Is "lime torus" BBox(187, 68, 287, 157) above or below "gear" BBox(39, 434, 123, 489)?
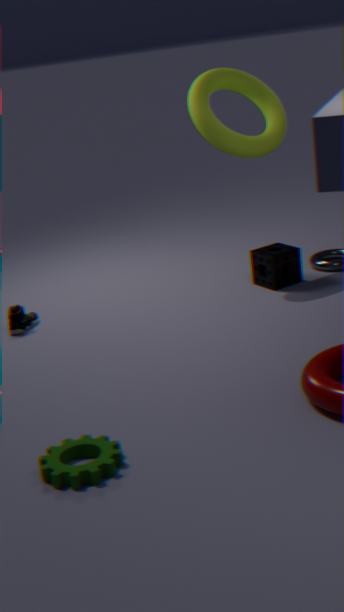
above
